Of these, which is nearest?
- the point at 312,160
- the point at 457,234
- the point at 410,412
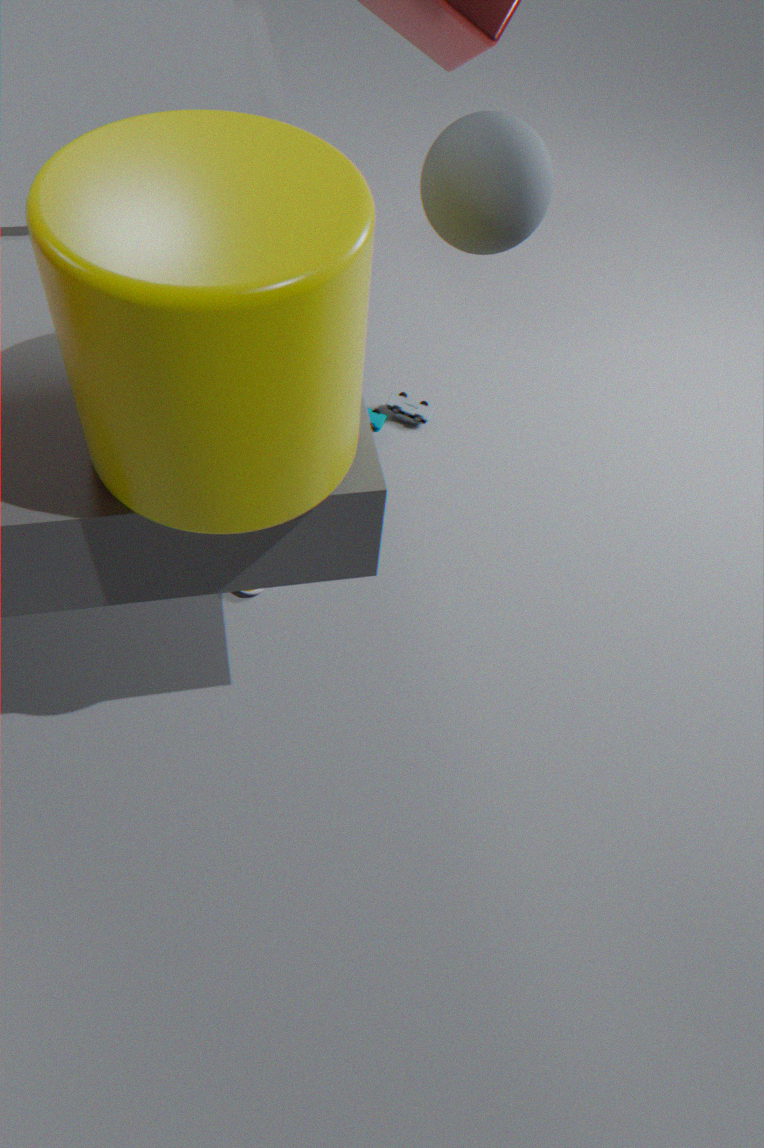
the point at 312,160
